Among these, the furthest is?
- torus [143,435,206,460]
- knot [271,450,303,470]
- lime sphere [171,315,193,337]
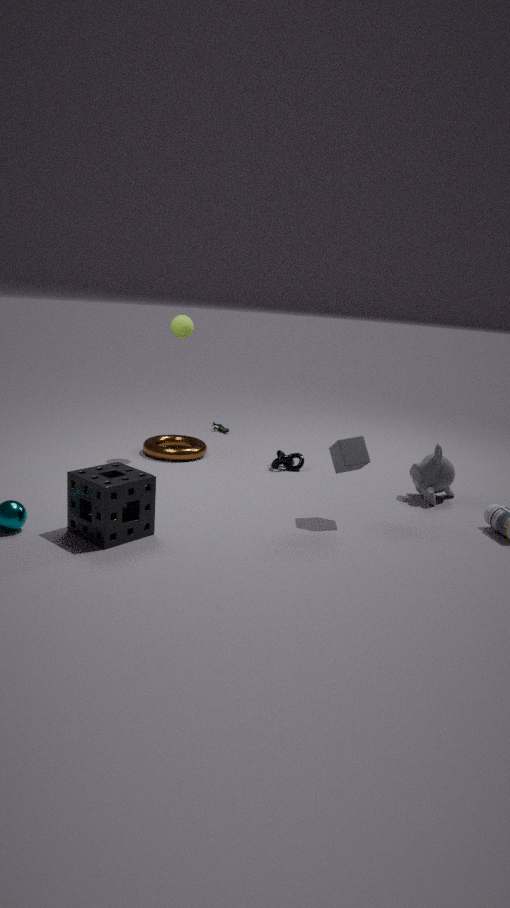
torus [143,435,206,460]
